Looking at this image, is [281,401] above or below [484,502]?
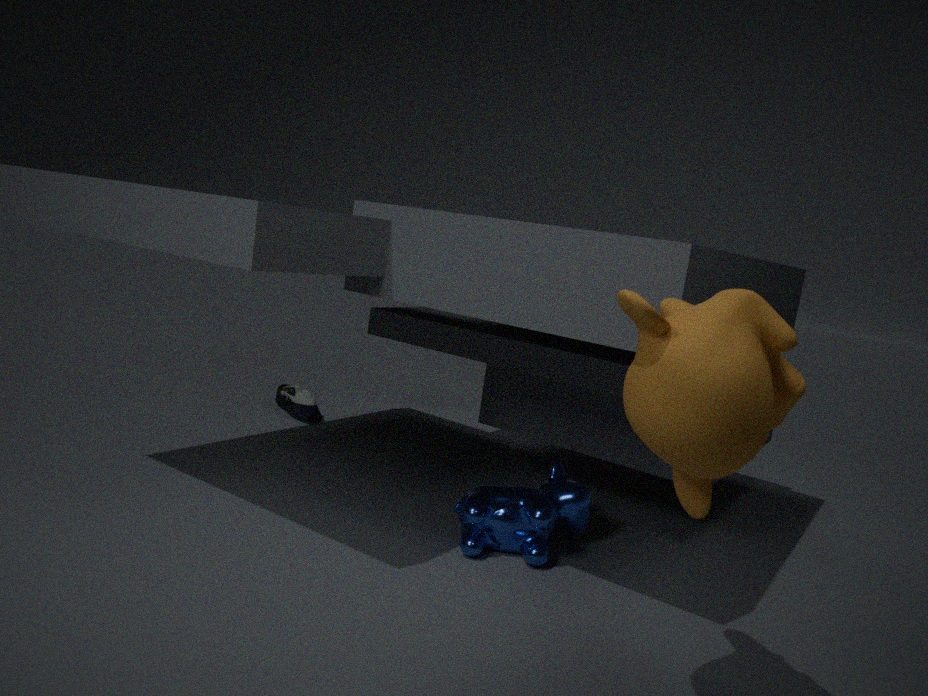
below
